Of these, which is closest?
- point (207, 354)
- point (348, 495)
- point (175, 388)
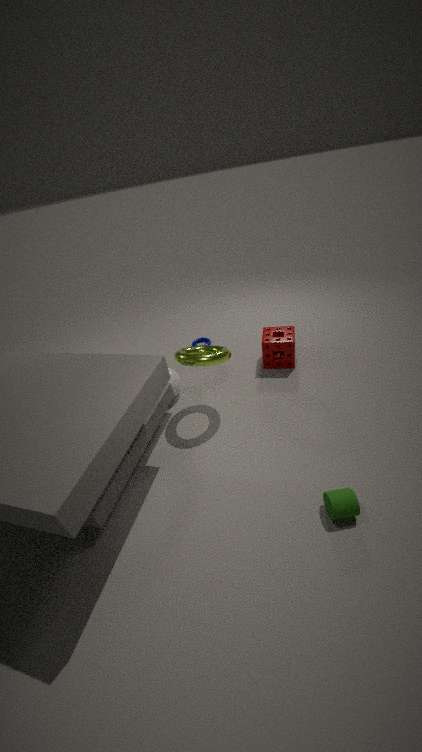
point (348, 495)
